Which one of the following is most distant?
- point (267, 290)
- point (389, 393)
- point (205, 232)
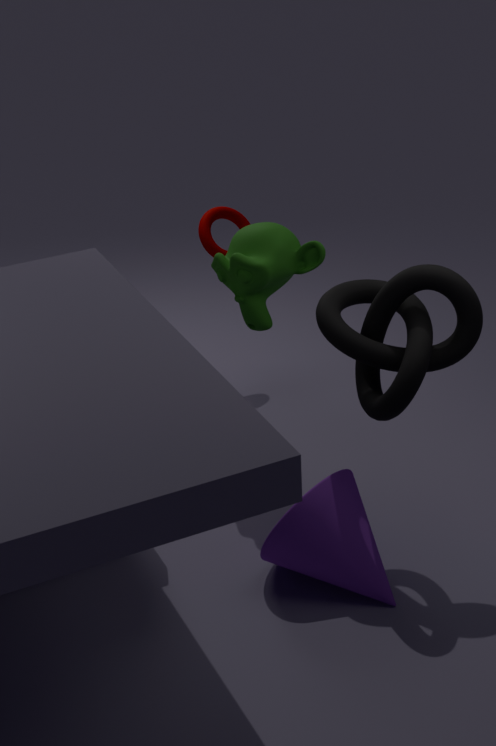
point (205, 232)
